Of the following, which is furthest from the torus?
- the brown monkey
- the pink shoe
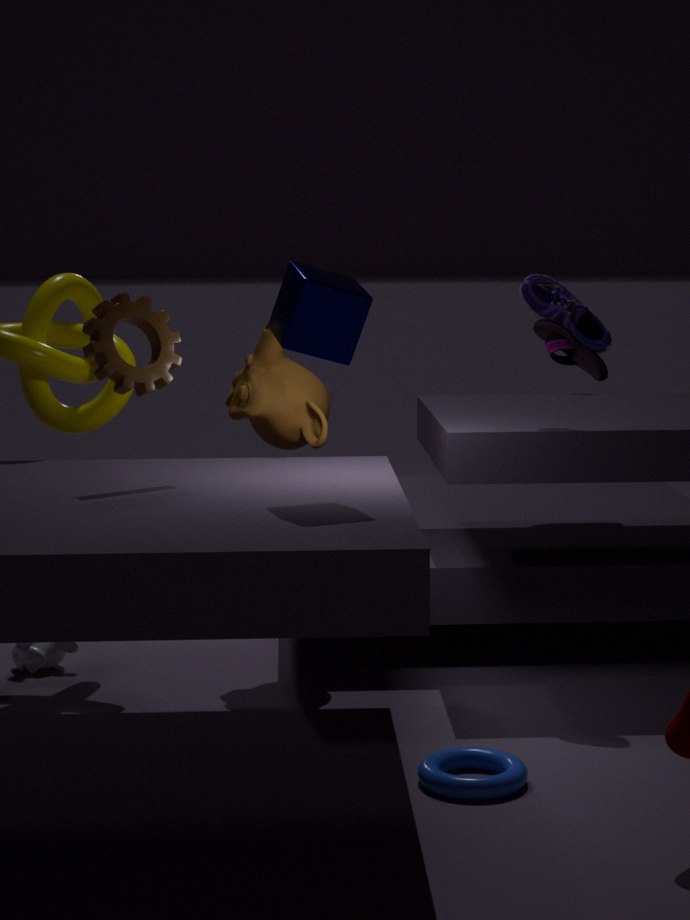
the pink shoe
